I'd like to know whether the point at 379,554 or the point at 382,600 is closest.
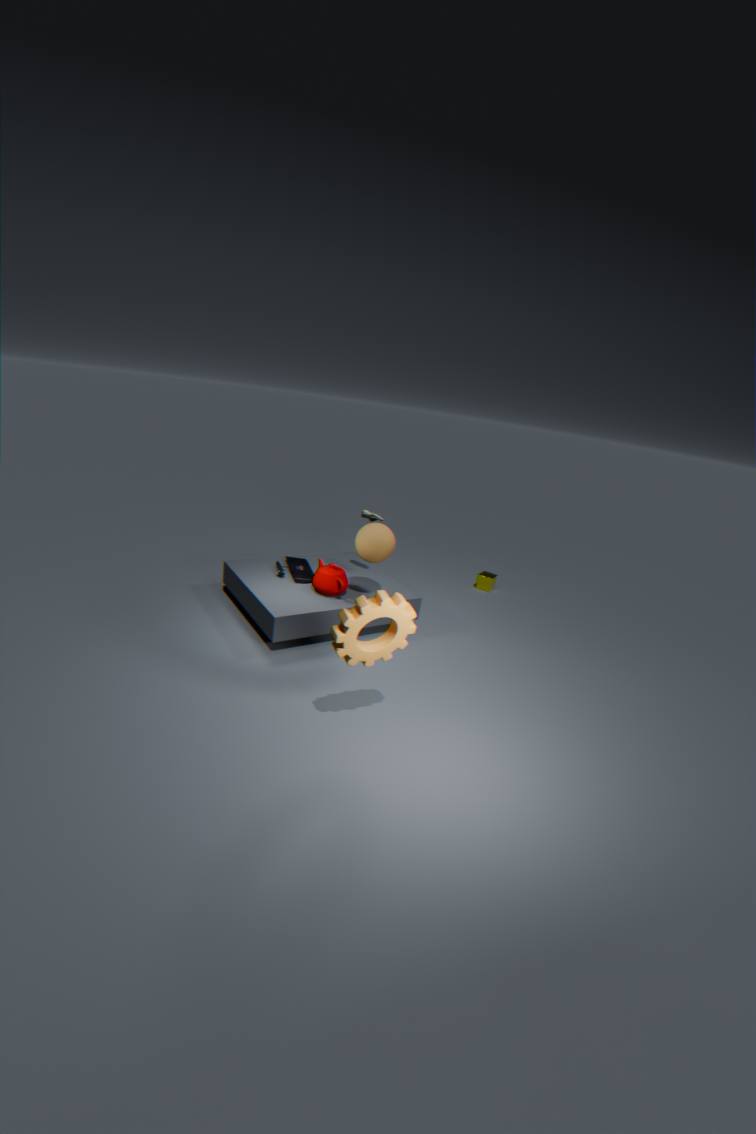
the point at 382,600
